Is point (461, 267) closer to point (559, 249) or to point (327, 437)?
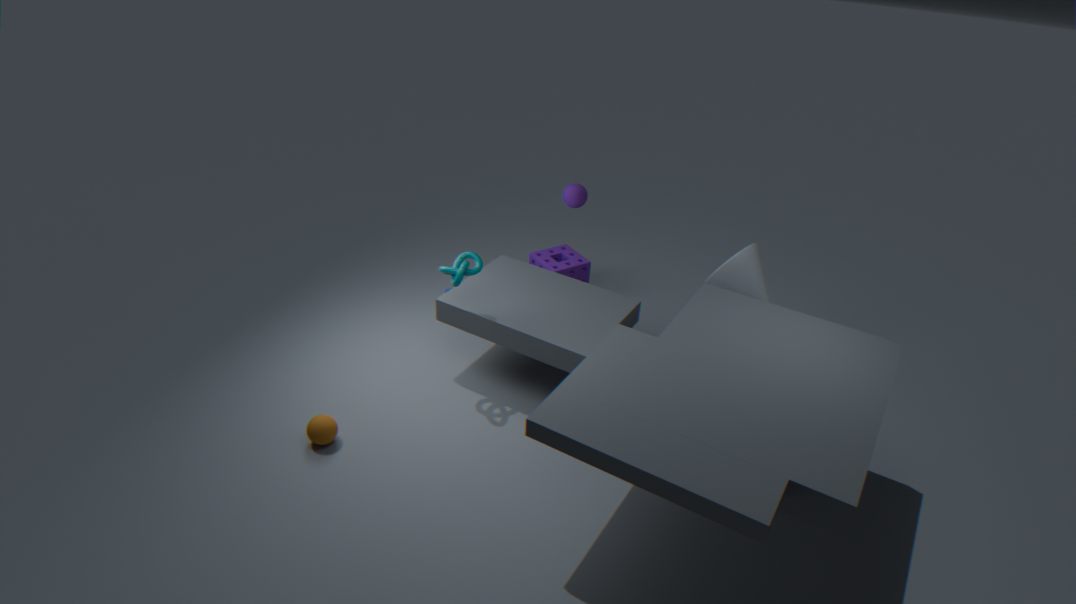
point (327, 437)
